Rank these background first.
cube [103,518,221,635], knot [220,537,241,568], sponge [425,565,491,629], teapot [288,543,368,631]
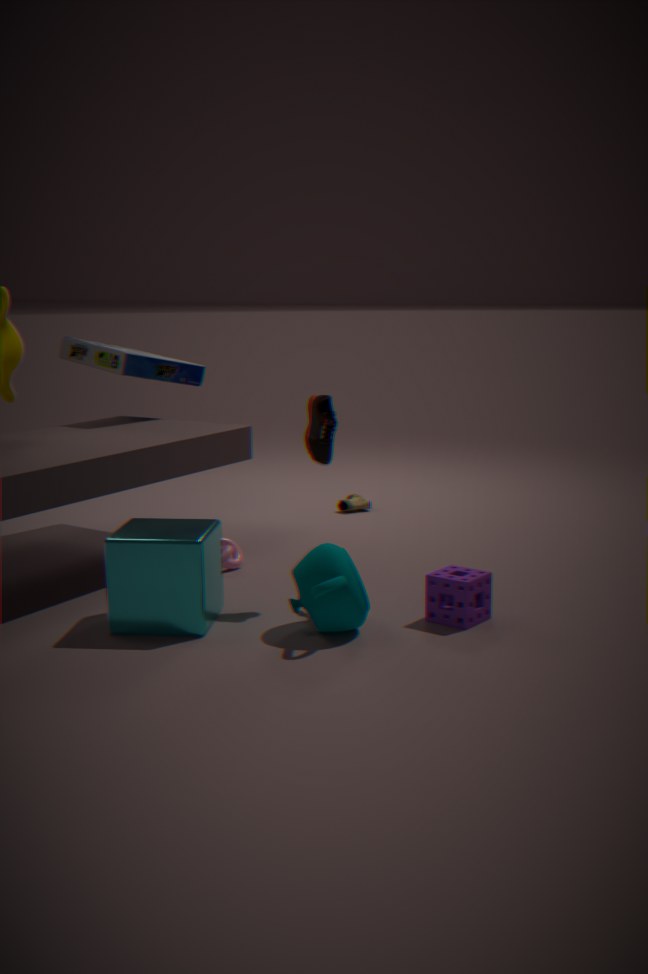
knot [220,537,241,568] → sponge [425,565,491,629] → cube [103,518,221,635] → teapot [288,543,368,631]
